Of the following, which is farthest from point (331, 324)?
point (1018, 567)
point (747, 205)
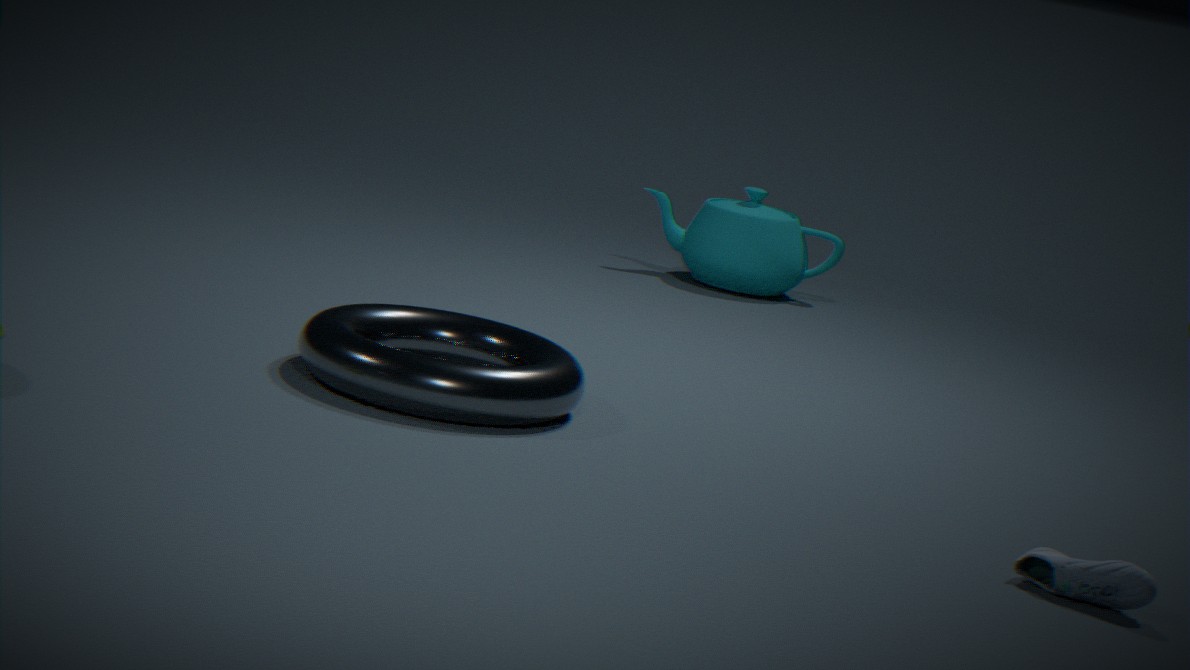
point (747, 205)
